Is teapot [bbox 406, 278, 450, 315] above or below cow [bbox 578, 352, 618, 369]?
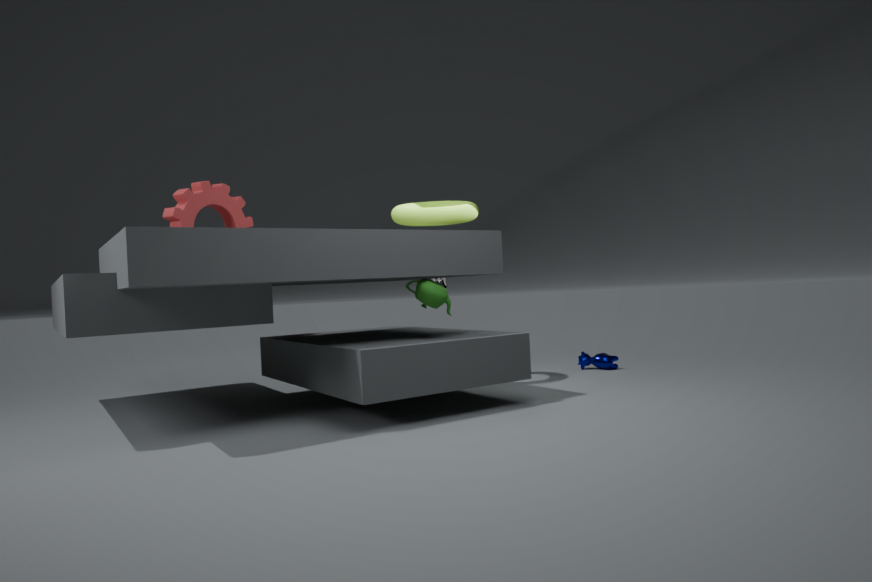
above
